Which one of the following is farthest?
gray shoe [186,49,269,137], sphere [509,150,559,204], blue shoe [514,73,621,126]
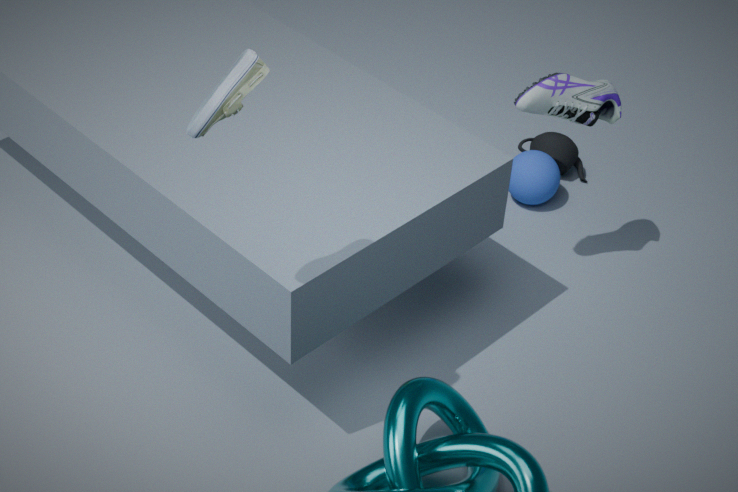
sphere [509,150,559,204]
